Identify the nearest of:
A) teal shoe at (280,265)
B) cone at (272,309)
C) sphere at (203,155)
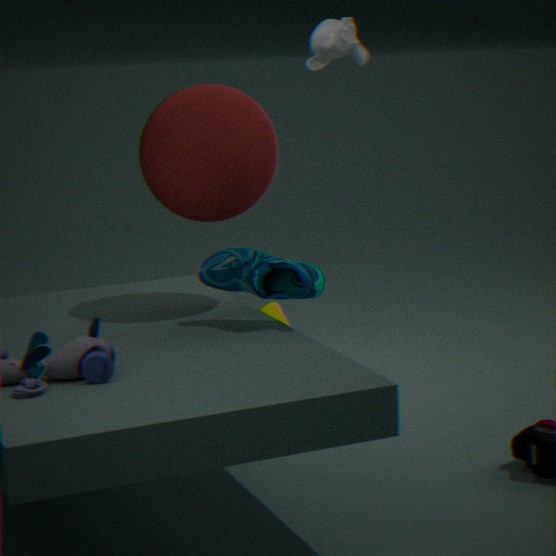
teal shoe at (280,265)
